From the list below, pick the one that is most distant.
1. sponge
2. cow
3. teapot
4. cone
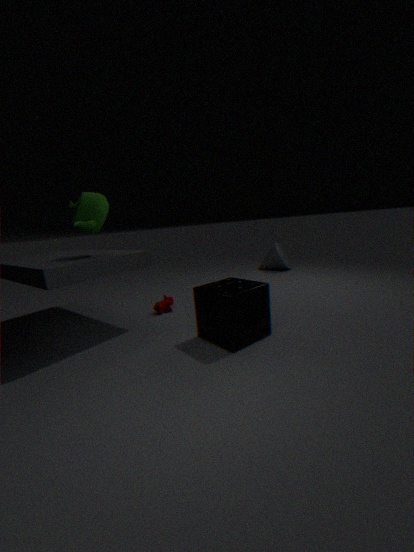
cone
